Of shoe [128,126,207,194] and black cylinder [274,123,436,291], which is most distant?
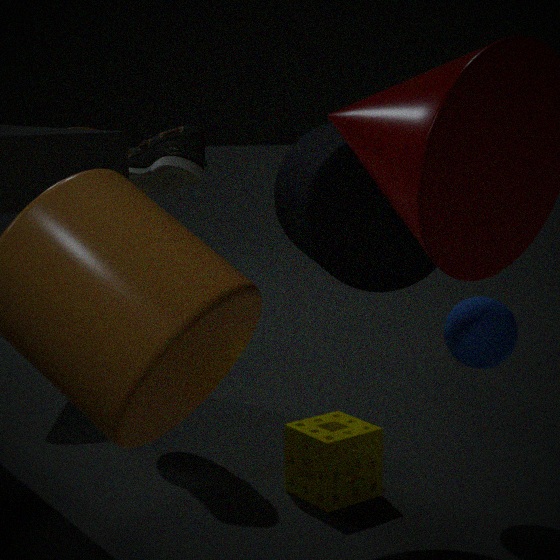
shoe [128,126,207,194]
